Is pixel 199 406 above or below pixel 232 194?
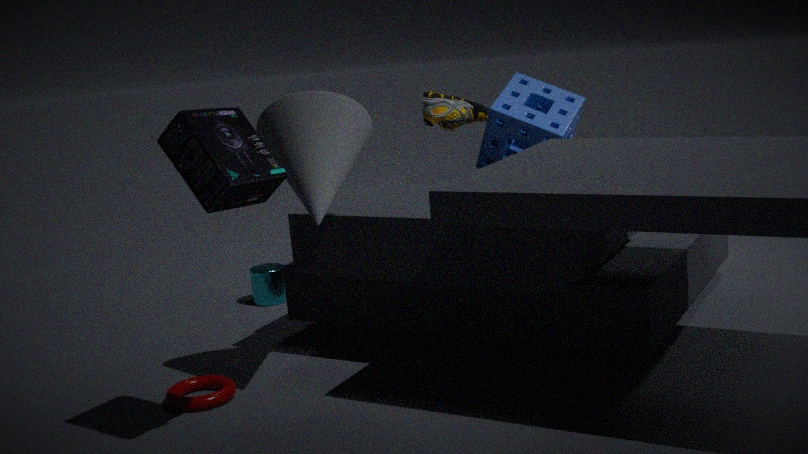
below
